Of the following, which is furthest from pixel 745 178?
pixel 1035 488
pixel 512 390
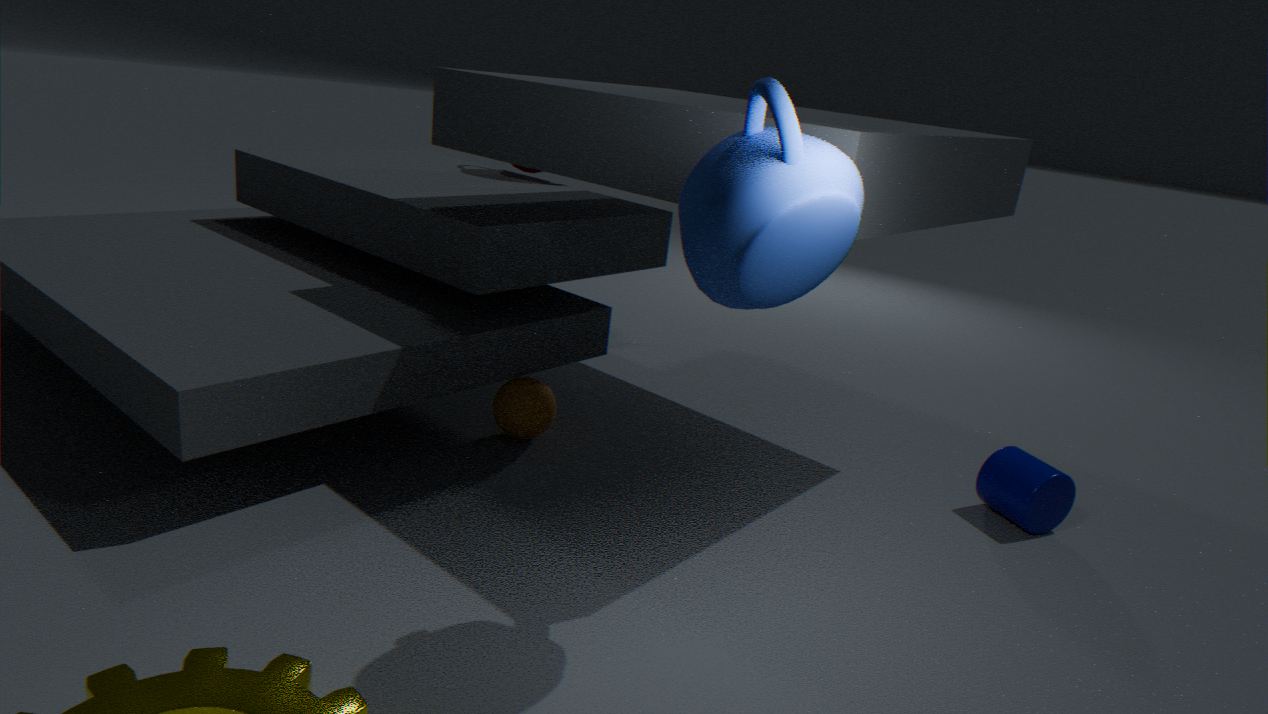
pixel 1035 488
